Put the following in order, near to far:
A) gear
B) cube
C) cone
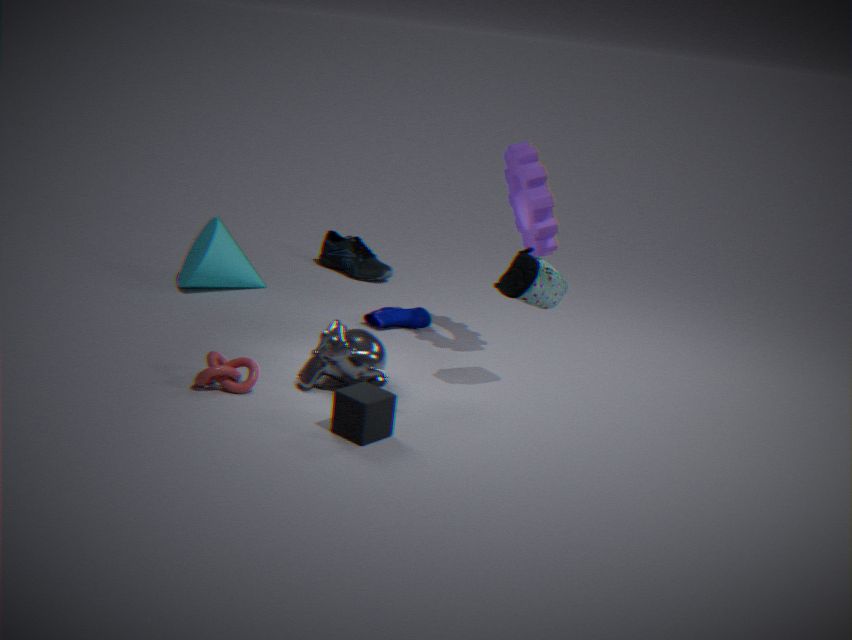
cube < gear < cone
